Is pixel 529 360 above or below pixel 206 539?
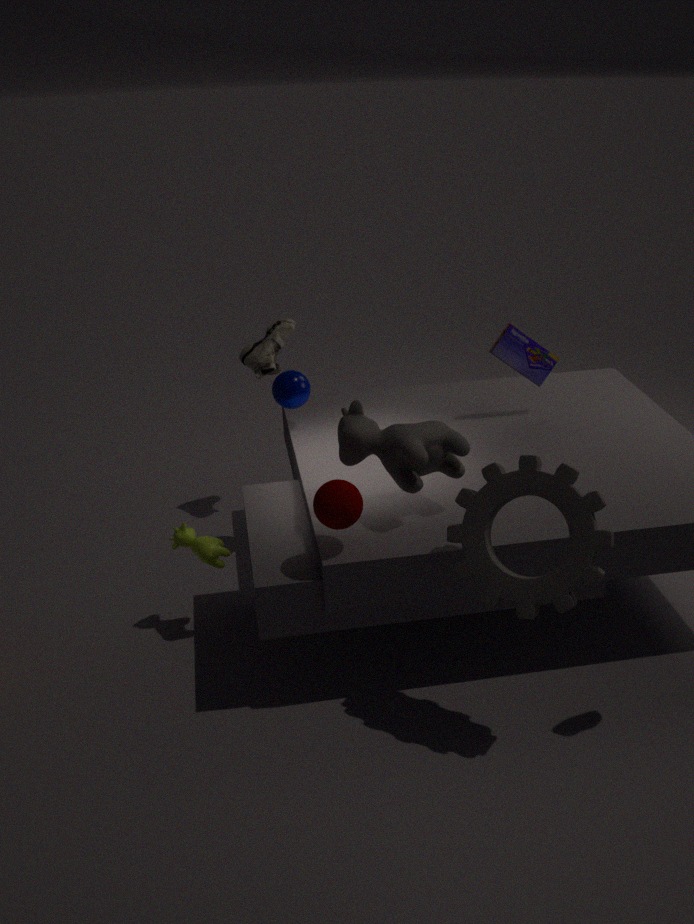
above
